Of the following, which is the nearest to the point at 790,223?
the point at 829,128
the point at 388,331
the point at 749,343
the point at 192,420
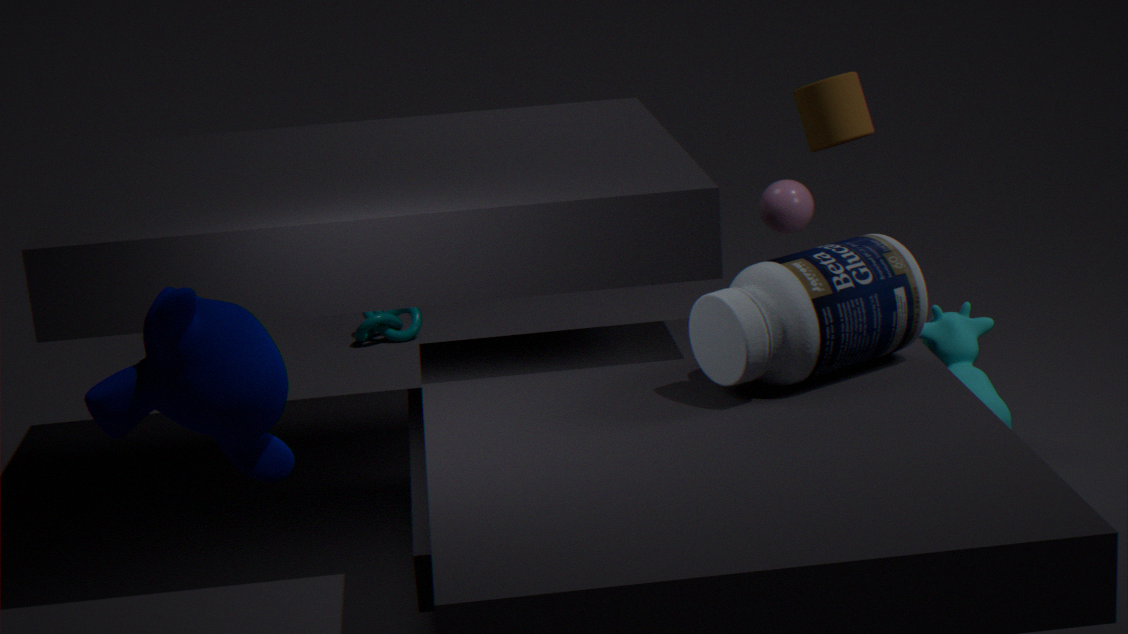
the point at 829,128
